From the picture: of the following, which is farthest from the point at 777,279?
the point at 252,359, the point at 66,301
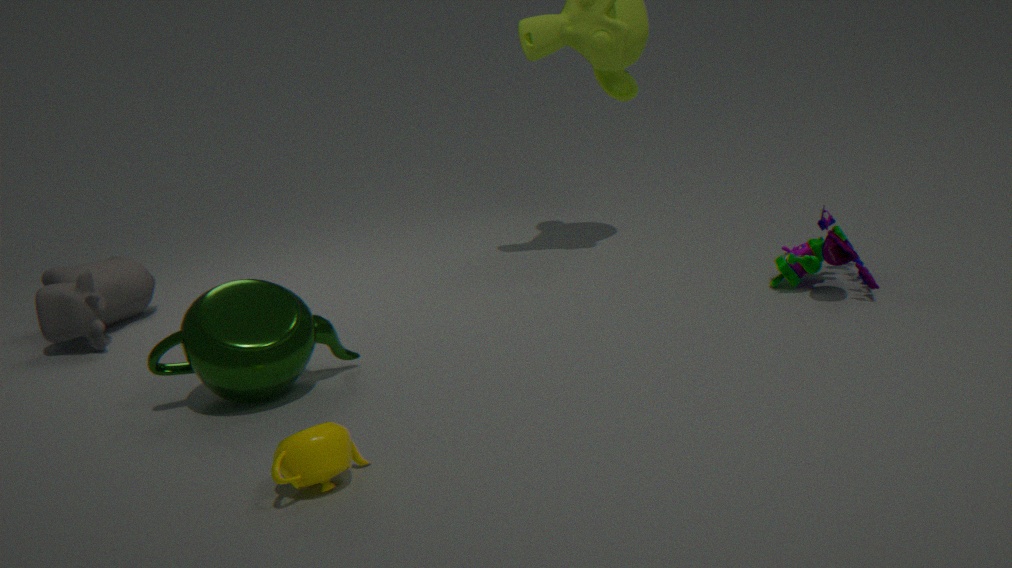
the point at 66,301
